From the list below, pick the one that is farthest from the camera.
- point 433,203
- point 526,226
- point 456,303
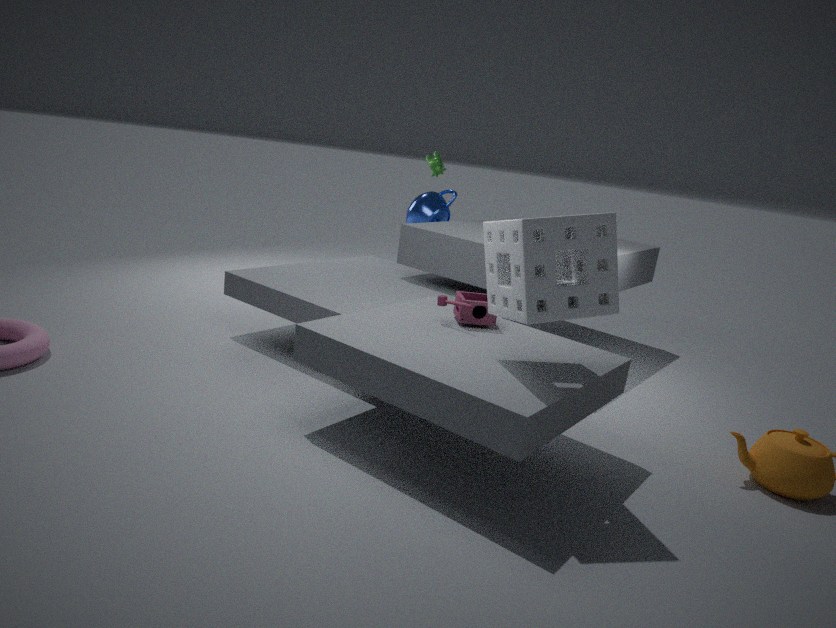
point 433,203
